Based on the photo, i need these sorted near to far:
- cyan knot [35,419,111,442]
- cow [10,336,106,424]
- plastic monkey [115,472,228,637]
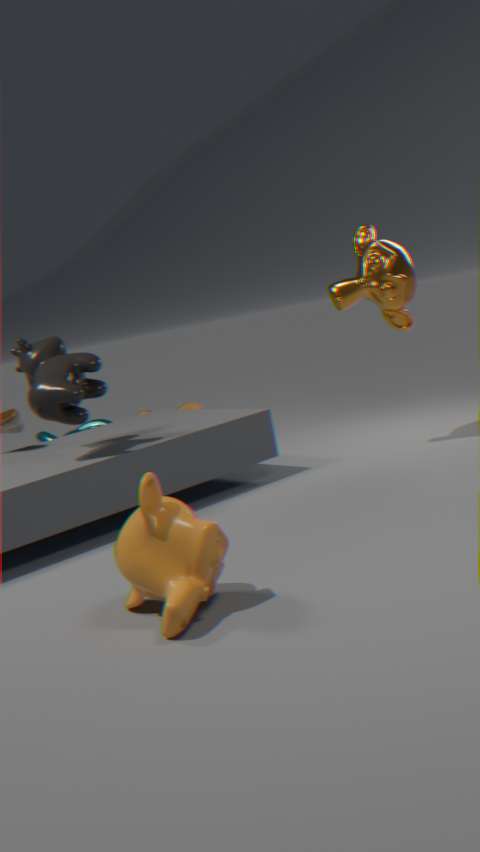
plastic monkey [115,472,228,637] < cow [10,336,106,424] < cyan knot [35,419,111,442]
